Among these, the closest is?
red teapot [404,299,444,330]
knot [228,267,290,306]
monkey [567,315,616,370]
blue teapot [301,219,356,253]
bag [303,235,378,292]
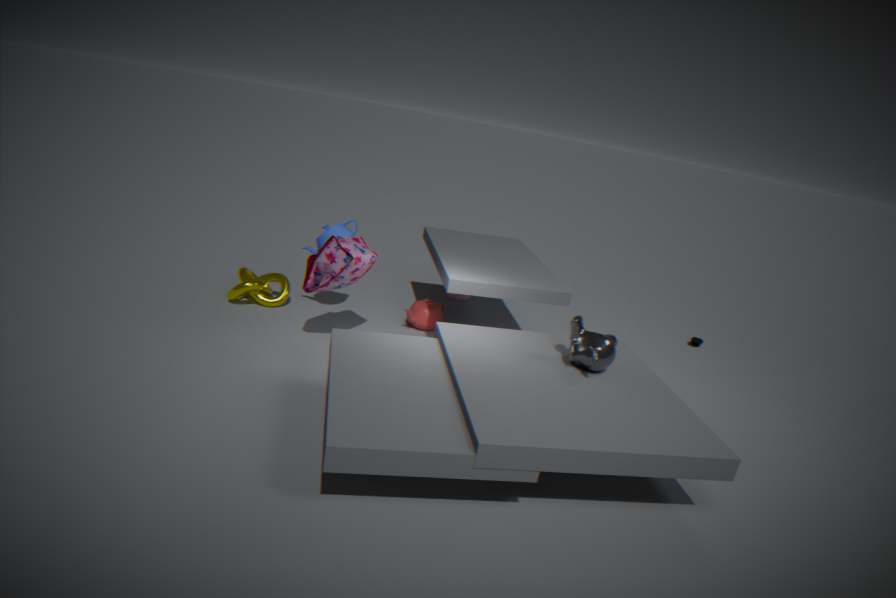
monkey [567,315,616,370]
